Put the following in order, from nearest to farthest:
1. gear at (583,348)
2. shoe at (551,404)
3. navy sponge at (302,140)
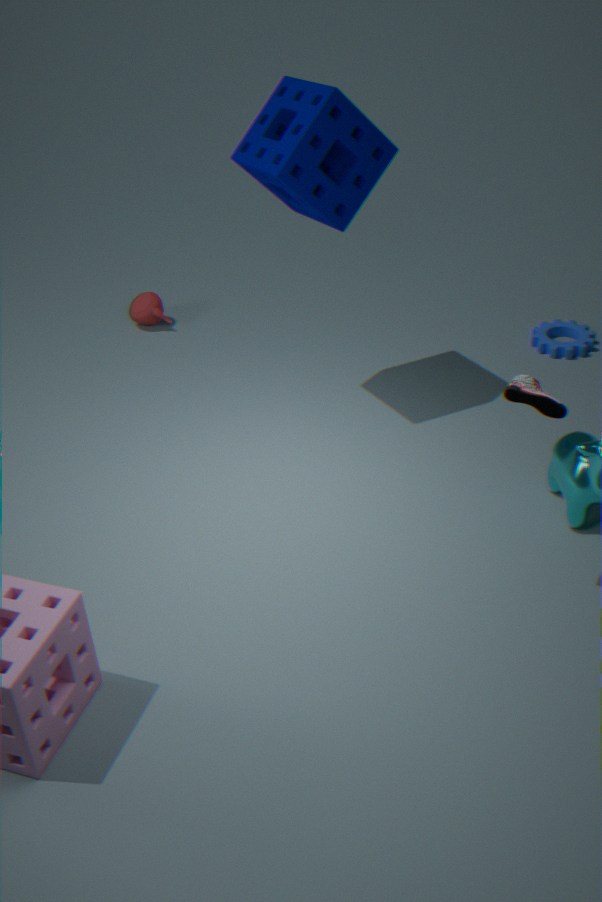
shoe at (551,404)
navy sponge at (302,140)
gear at (583,348)
